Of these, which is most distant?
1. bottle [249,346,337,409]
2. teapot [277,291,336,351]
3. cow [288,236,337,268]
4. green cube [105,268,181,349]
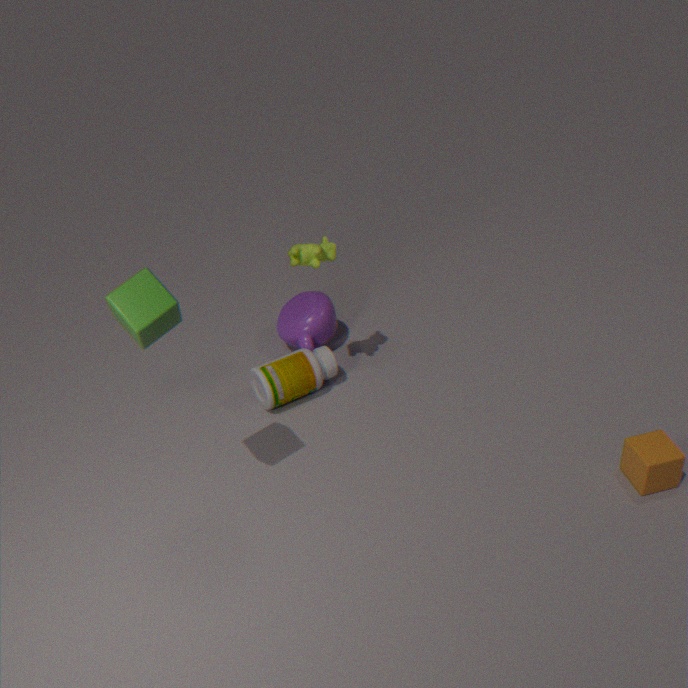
teapot [277,291,336,351]
